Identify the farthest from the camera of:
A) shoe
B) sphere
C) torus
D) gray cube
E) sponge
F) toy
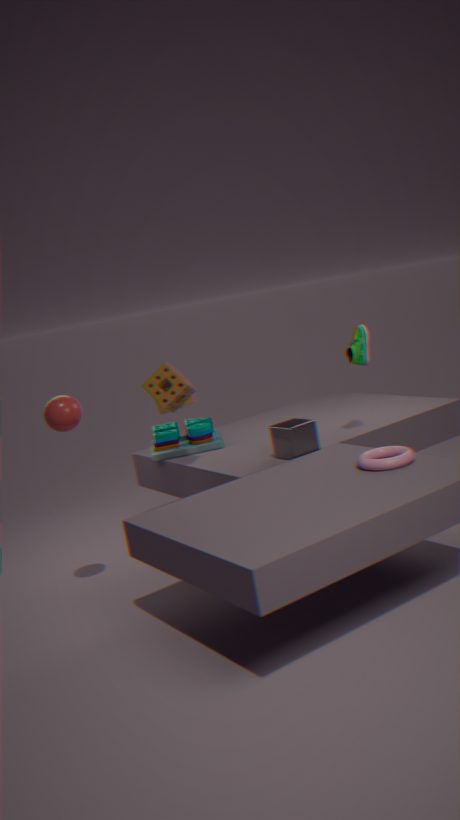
A: toy
